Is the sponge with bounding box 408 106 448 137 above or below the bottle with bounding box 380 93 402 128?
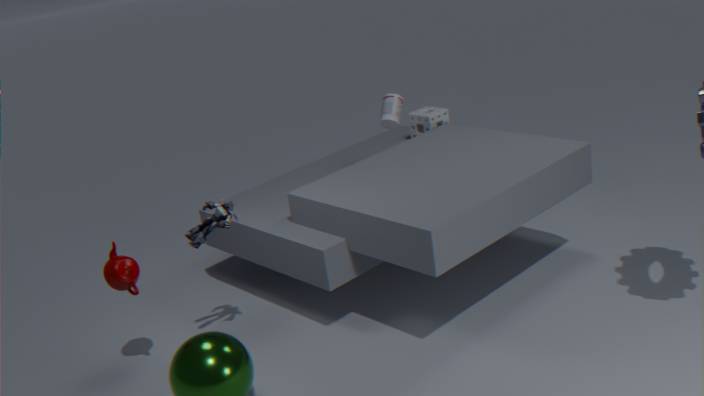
below
